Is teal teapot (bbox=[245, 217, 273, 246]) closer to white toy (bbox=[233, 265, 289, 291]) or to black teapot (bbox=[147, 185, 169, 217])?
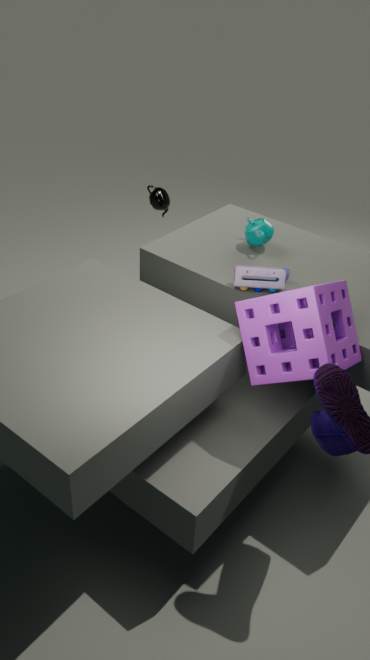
white toy (bbox=[233, 265, 289, 291])
